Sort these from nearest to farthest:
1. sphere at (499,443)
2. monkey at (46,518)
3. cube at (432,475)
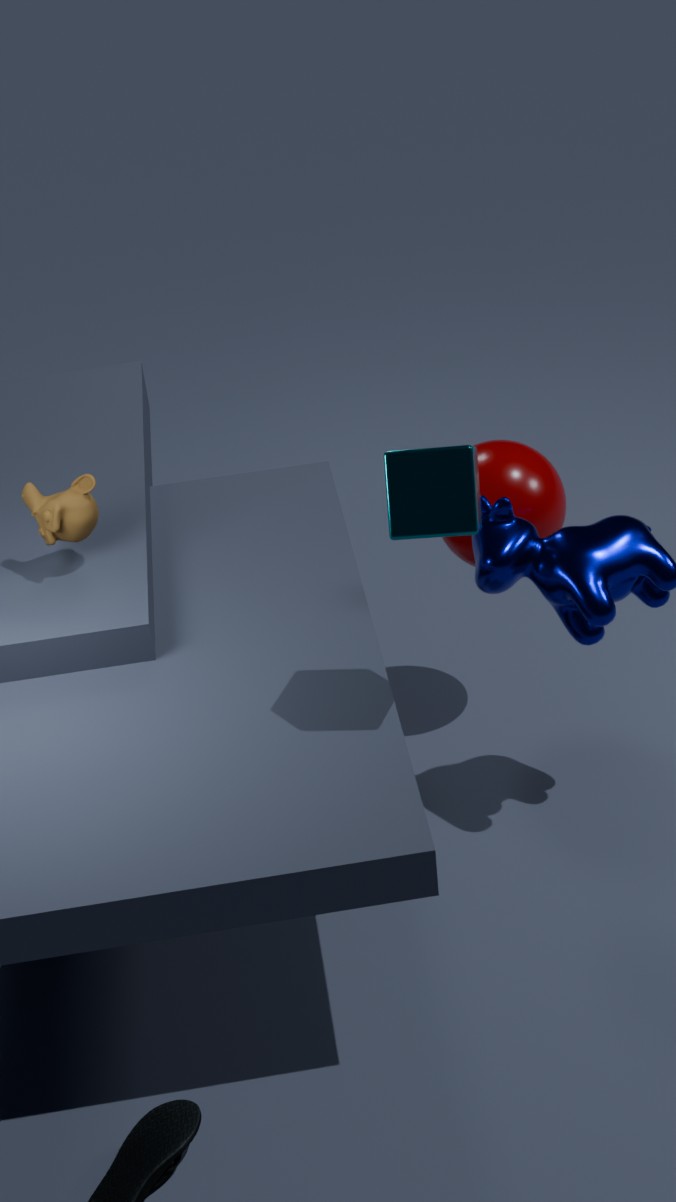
1. cube at (432,475)
2. monkey at (46,518)
3. sphere at (499,443)
